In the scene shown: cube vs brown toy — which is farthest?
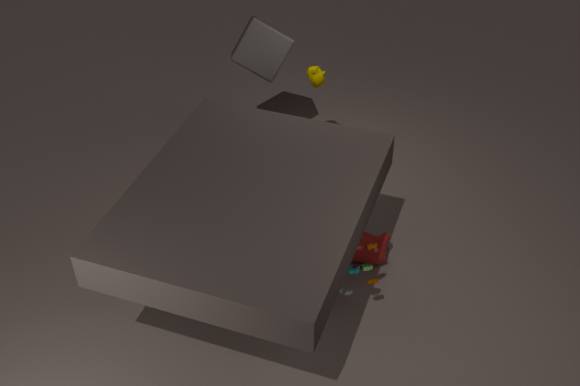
cube
